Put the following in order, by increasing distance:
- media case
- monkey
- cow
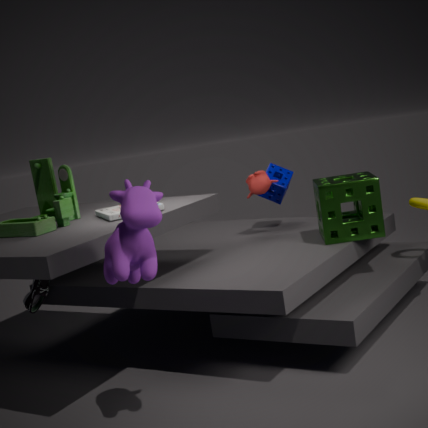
cow
media case
monkey
